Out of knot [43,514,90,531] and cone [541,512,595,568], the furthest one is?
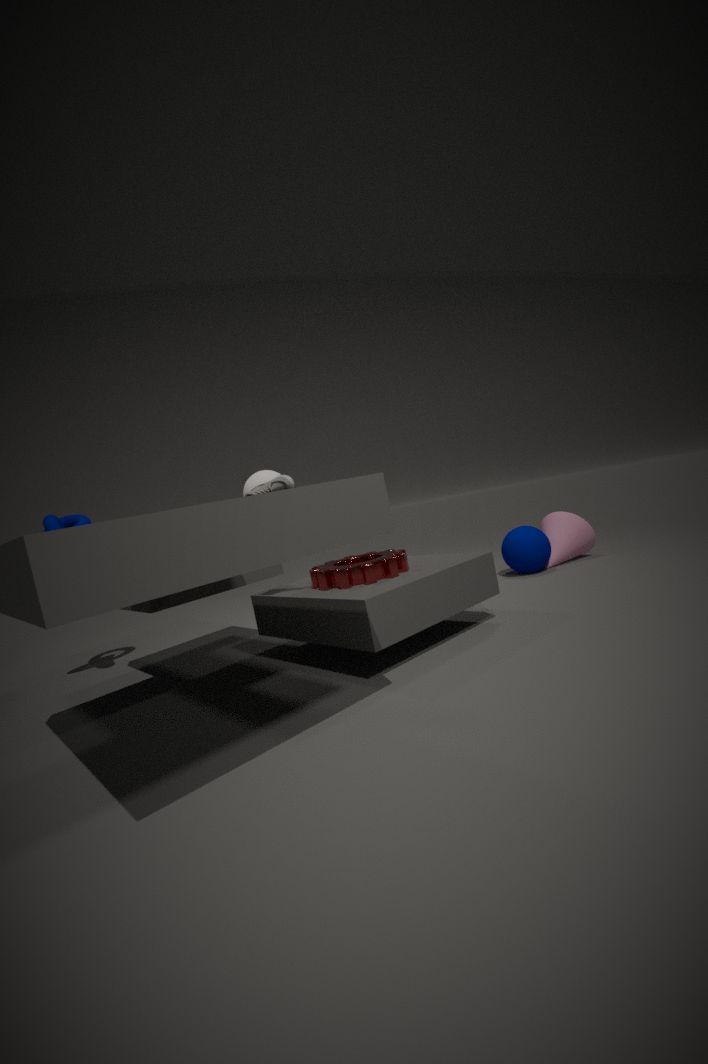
cone [541,512,595,568]
